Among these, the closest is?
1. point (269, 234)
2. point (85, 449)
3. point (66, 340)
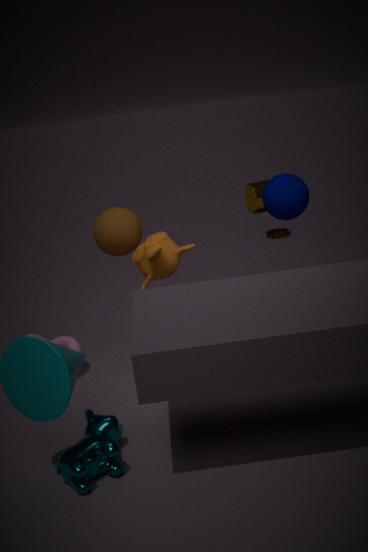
point (85, 449)
